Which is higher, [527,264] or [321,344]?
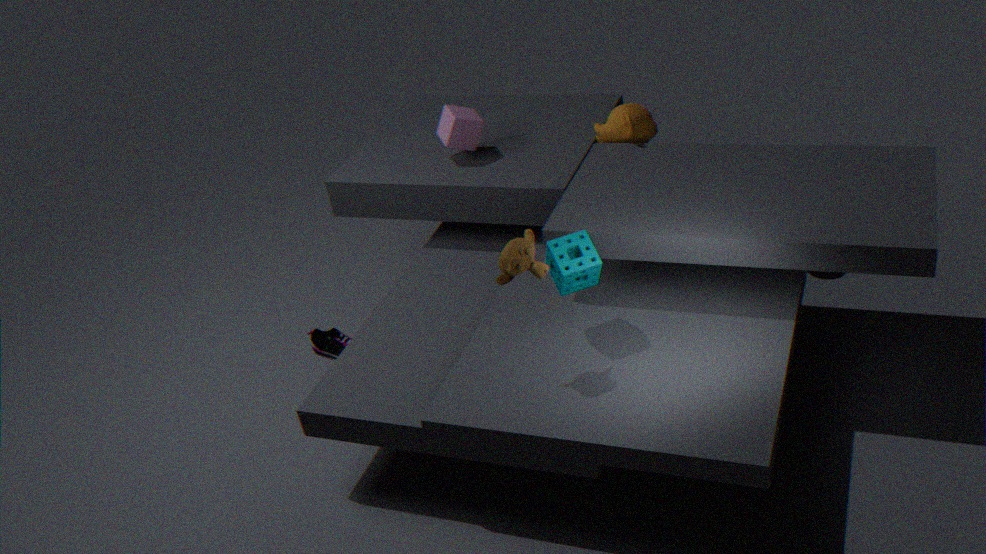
[527,264]
